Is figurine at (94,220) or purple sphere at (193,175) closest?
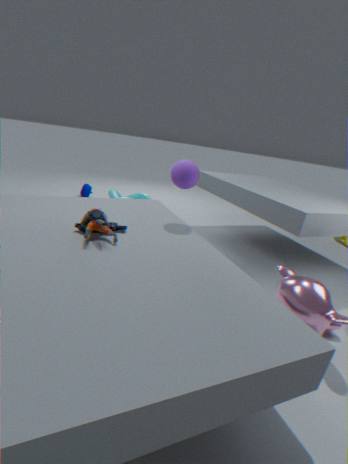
figurine at (94,220)
